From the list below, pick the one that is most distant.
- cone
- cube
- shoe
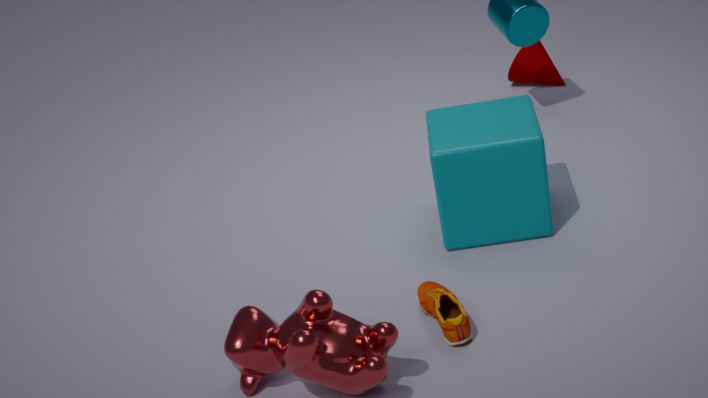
cone
